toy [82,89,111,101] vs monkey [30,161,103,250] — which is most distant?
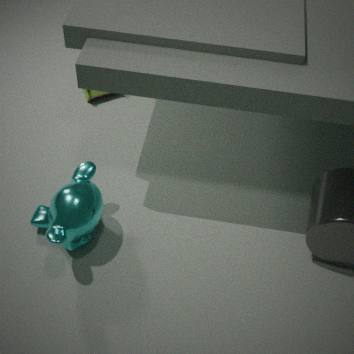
toy [82,89,111,101]
